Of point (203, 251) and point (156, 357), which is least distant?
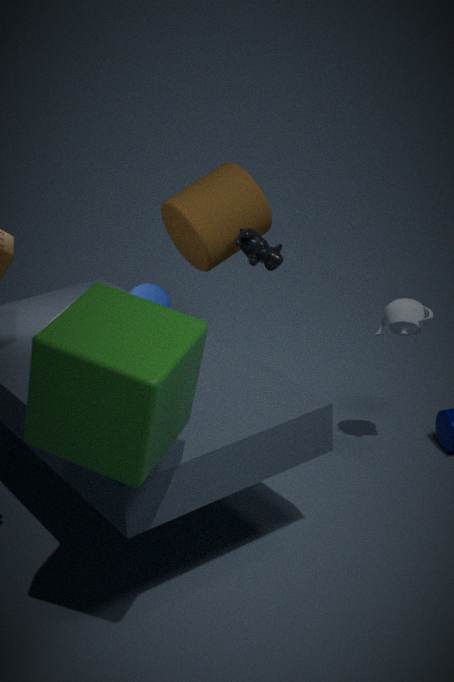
point (156, 357)
